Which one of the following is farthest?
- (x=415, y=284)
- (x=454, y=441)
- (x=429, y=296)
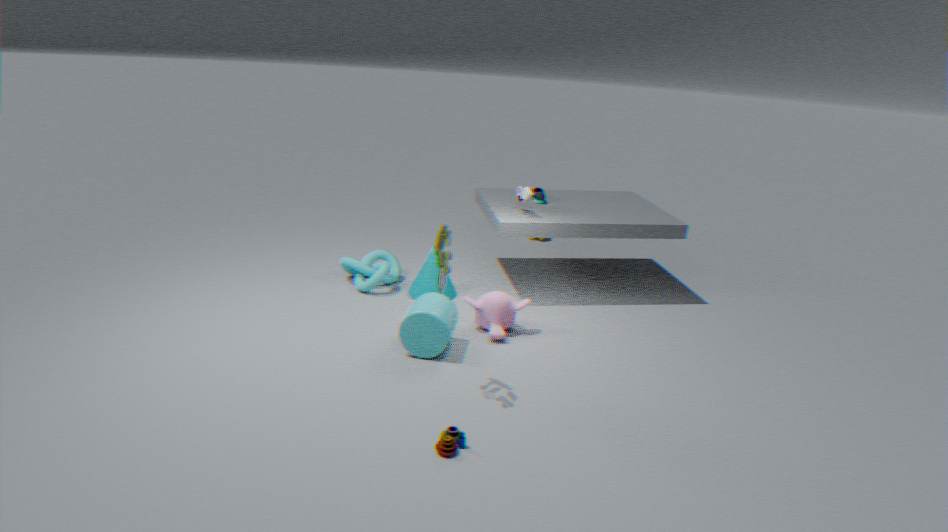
(x=415, y=284)
